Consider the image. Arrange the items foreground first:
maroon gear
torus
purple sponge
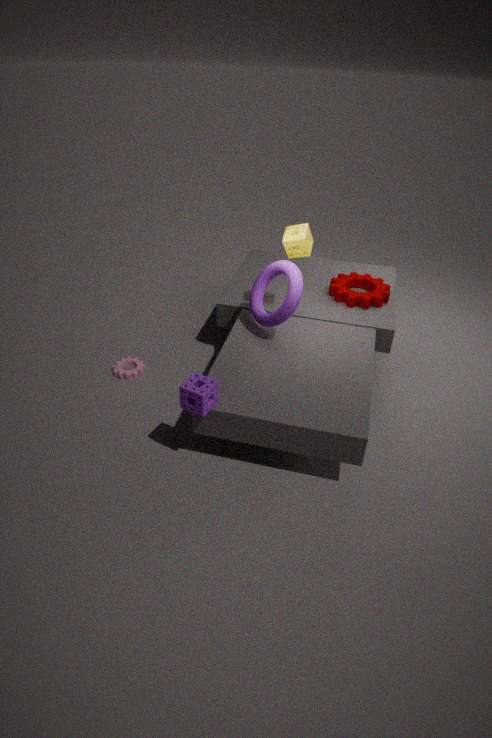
purple sponge < torus < maroon gear
